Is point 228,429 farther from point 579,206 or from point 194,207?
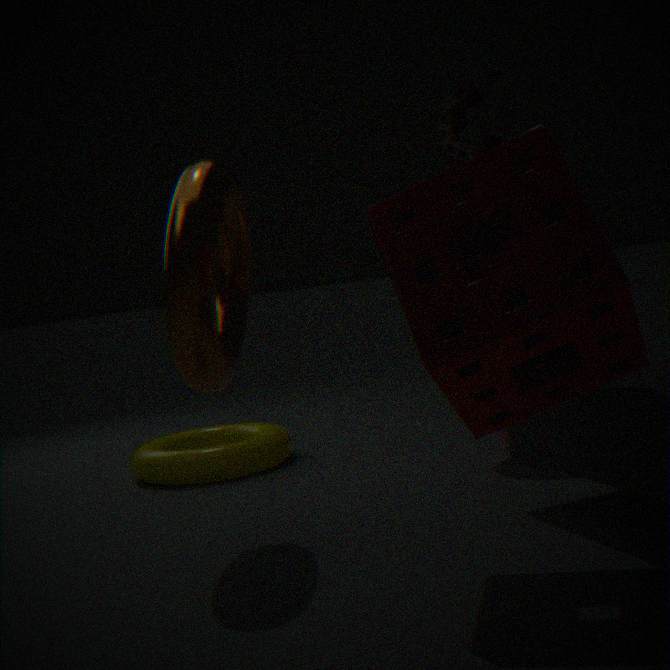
point 579,206
